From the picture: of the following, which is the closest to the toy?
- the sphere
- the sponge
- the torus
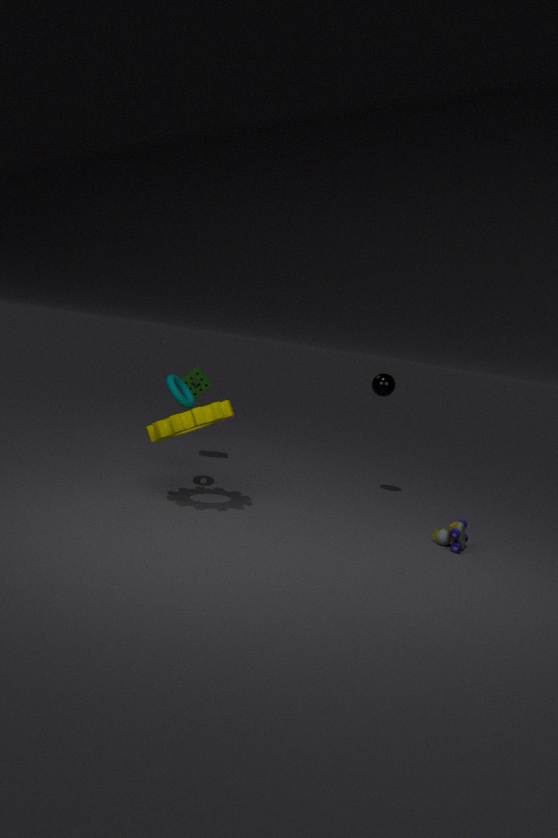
the sphere
